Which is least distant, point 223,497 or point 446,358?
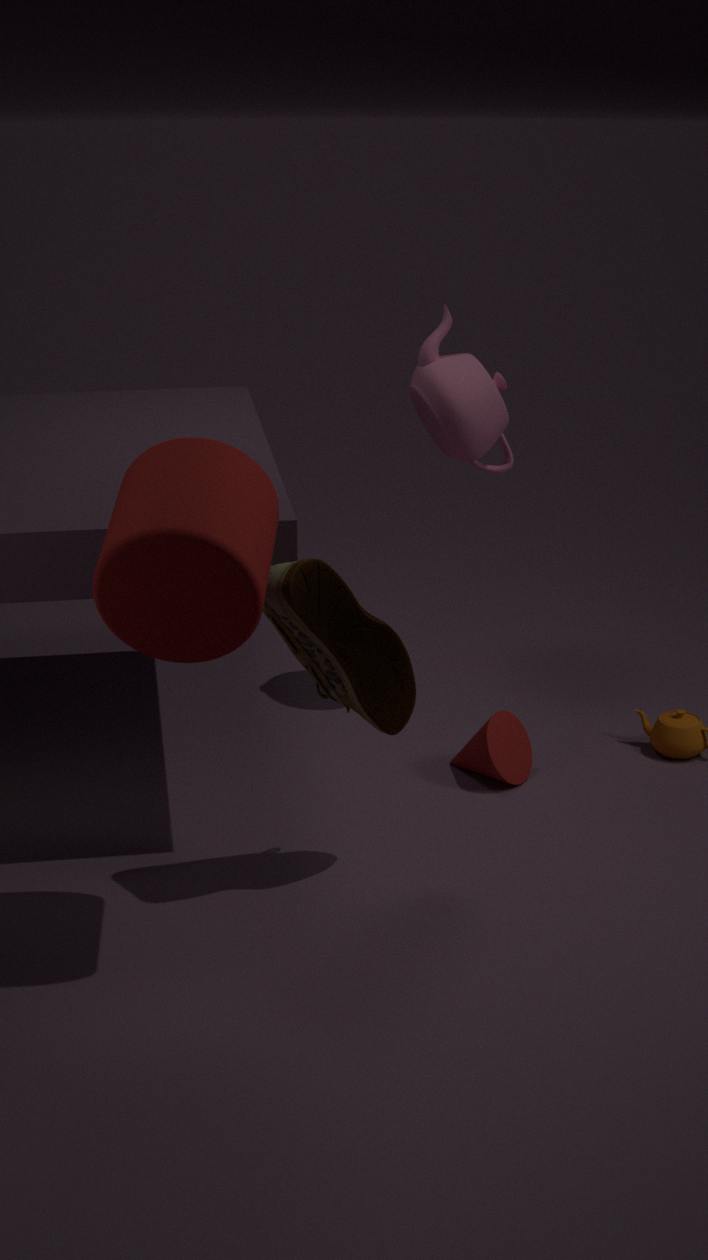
point 223,497
